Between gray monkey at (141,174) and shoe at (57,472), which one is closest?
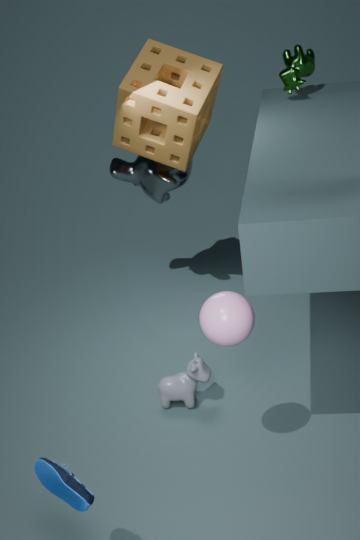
shoe at (57,472)
